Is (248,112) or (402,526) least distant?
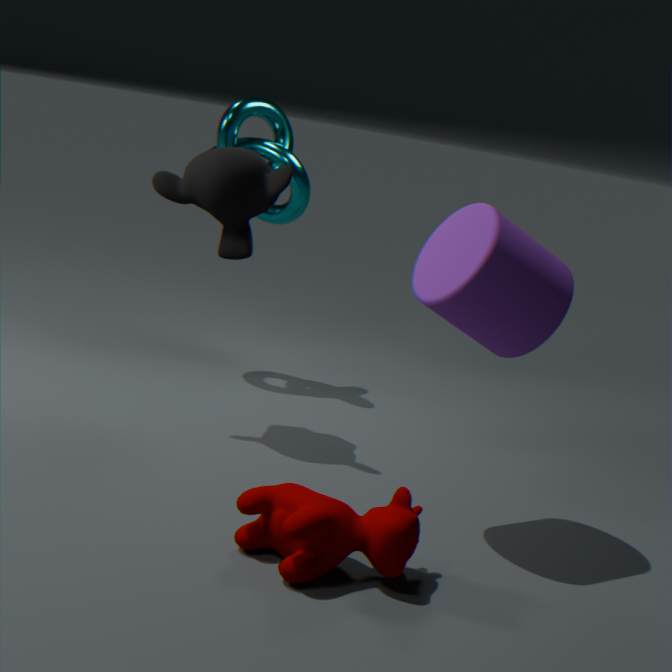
(402,526)
